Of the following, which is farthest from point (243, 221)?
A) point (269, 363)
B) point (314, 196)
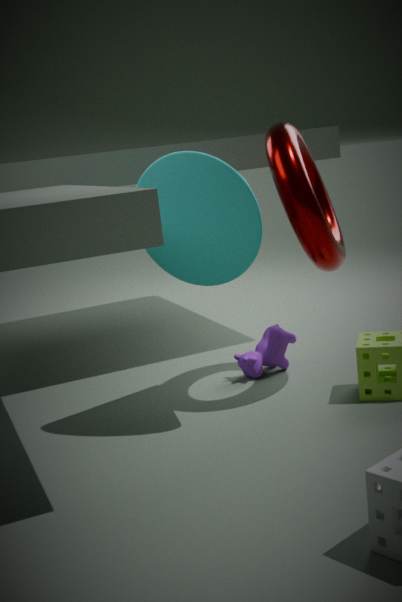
point (269, 363)
